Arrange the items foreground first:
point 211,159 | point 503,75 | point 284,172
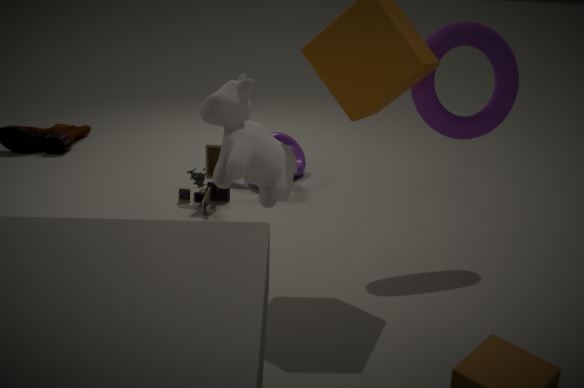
1. point 284,172
2. point 503,75
3. point 211,159
